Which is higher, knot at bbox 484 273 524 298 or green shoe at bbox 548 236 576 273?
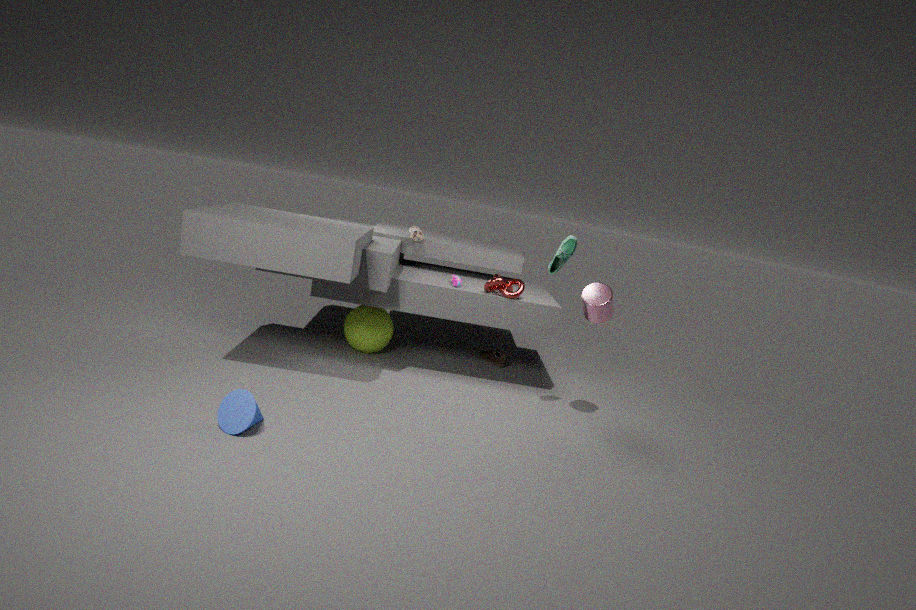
green shoe at bbox 548 236 576 273
